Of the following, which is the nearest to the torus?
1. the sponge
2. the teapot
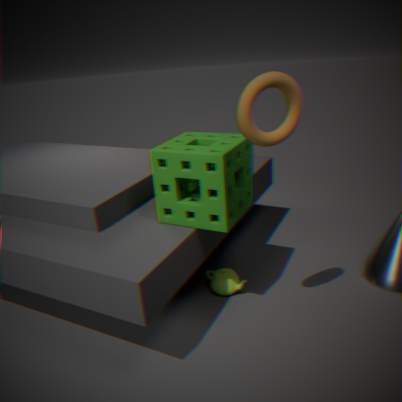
the sponge
